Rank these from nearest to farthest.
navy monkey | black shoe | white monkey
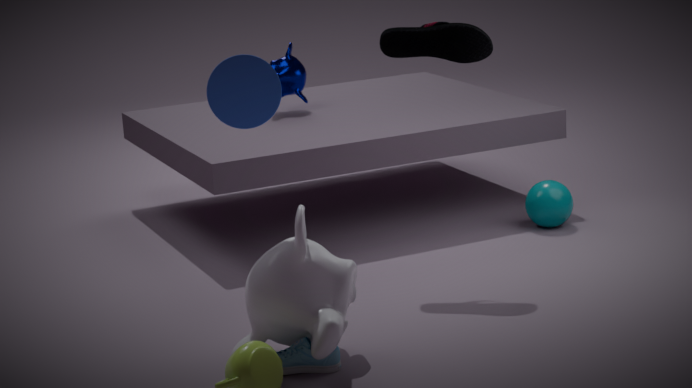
white monkey, black shoe, navy monkey
